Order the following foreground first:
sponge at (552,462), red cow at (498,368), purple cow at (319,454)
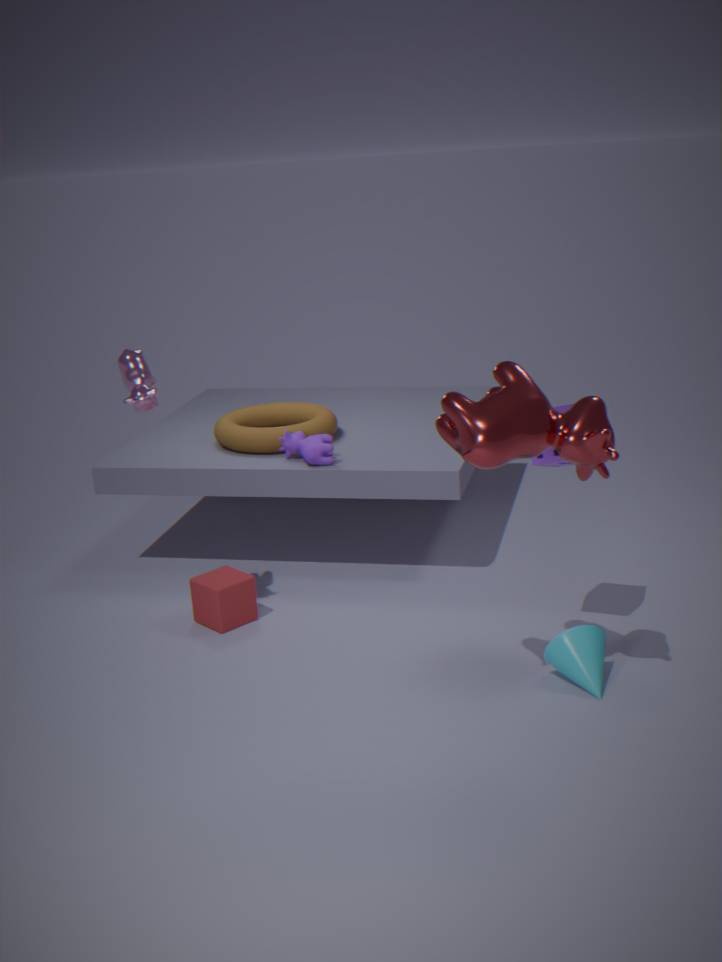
red cow at (498,368) → sponge at (552,462) → purple cow at (319,454)
